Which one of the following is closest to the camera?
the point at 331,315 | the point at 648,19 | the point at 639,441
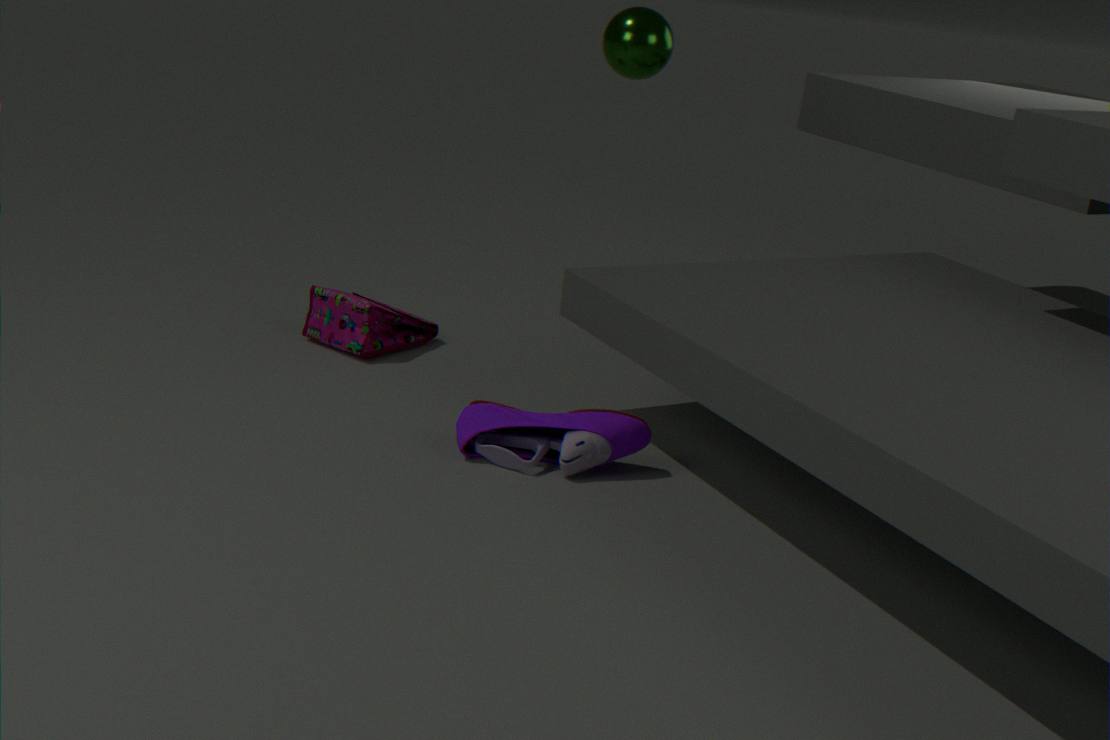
the point at 639,441
